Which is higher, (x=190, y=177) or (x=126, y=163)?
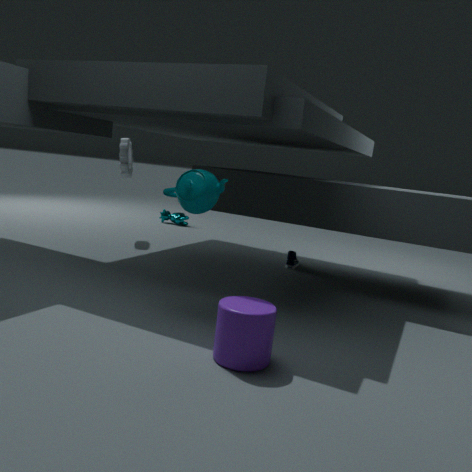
(x=126, y=163)
